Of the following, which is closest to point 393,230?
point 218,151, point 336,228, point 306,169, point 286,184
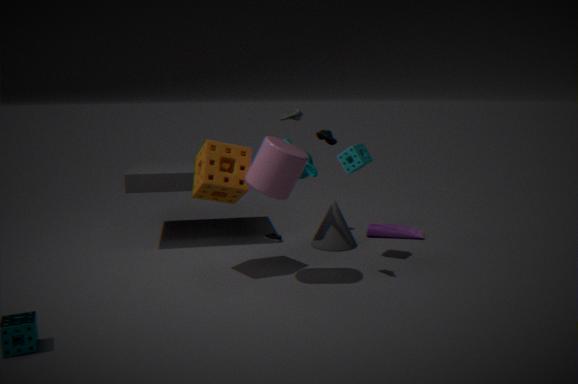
point 336,228
